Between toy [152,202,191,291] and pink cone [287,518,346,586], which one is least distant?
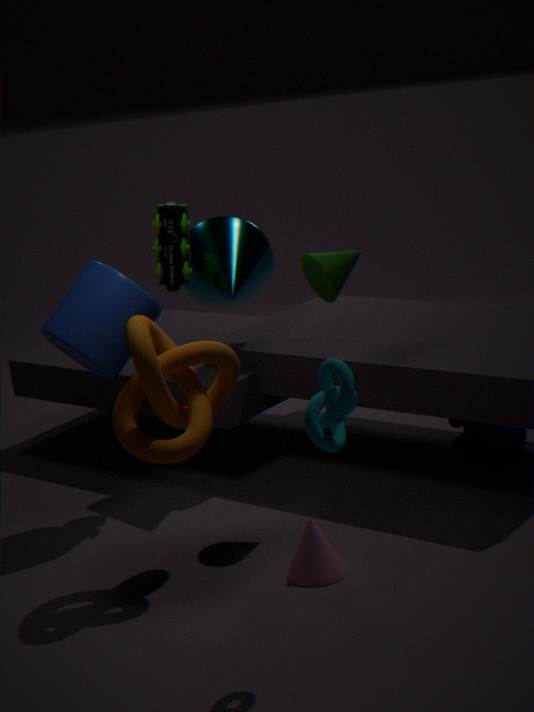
pink cone [287,518,346,586]
